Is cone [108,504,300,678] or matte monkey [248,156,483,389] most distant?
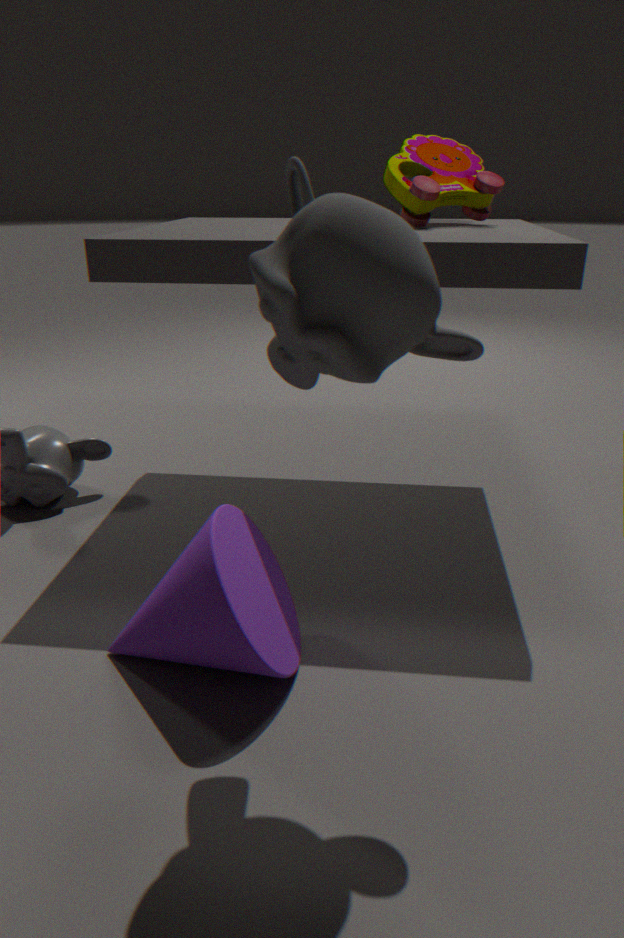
cone [108,504,300,678]
